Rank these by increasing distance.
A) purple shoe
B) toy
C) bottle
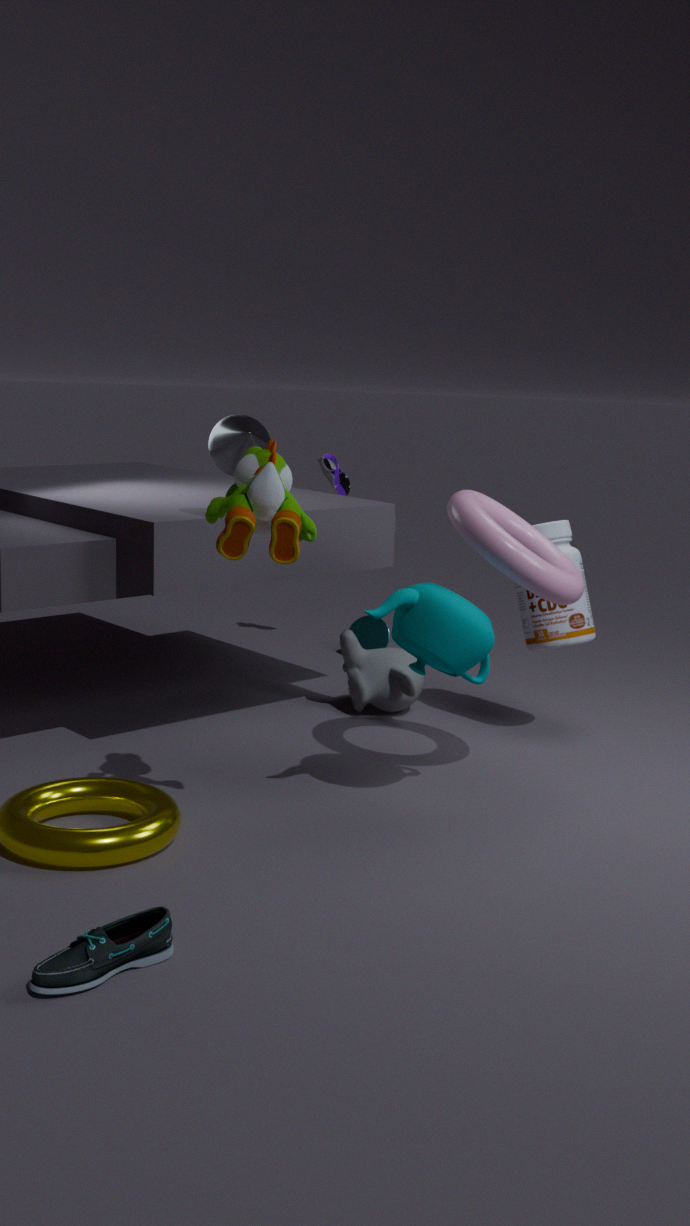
toy → bottle → purple shoe
